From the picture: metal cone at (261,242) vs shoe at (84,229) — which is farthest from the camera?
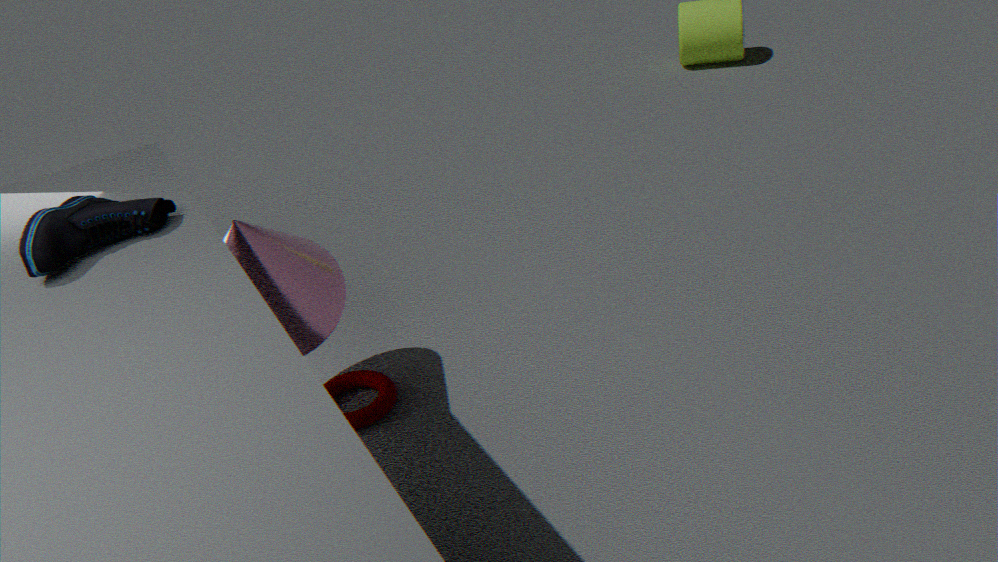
metal cone at (261,242)
